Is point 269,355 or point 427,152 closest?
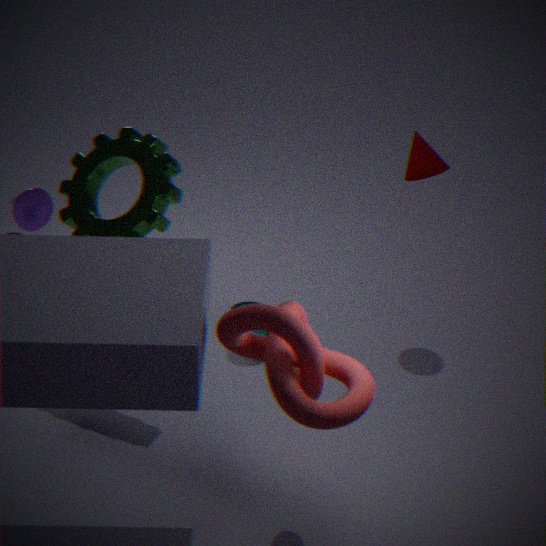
point 269,355
